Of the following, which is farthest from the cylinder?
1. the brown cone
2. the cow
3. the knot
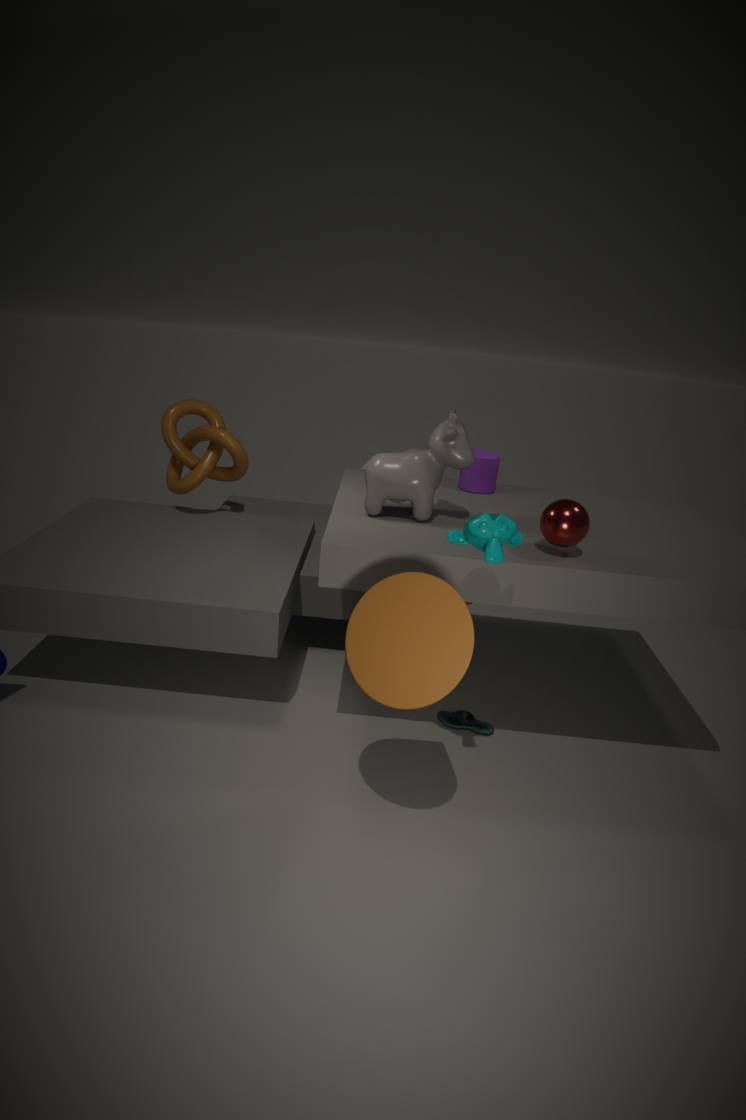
the knot
